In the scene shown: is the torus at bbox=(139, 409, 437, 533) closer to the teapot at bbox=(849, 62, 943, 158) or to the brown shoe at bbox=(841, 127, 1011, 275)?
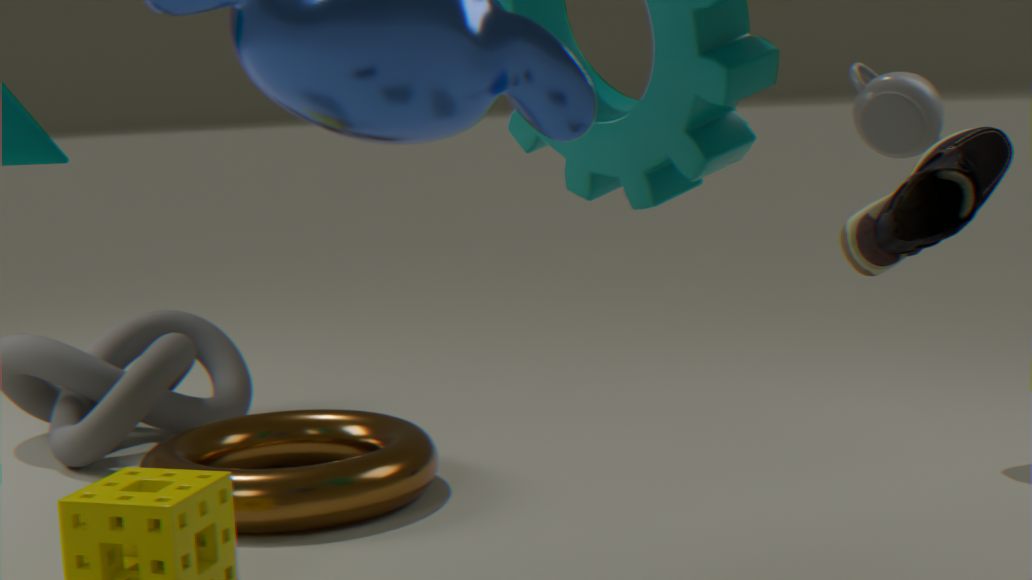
the brown shoe at bbox=(841, 127, 1011, 275)
